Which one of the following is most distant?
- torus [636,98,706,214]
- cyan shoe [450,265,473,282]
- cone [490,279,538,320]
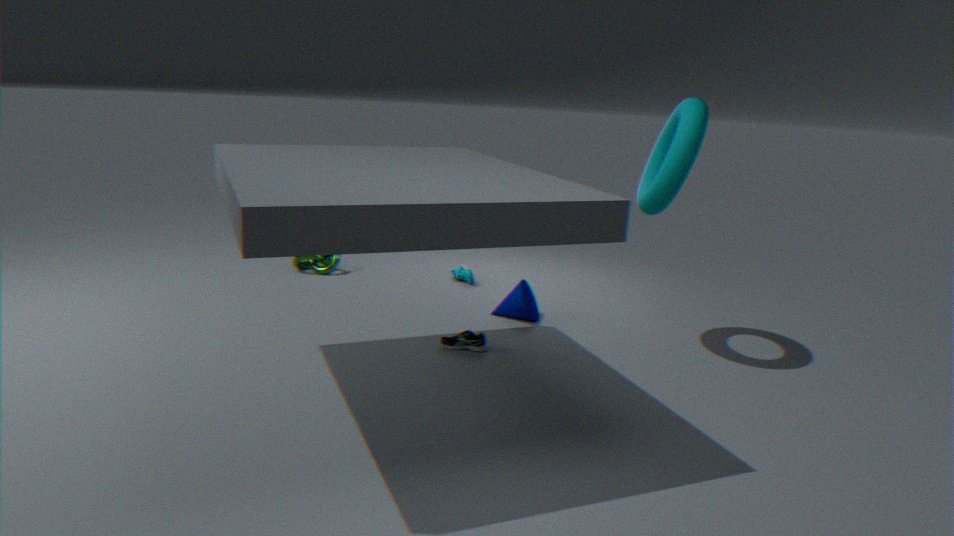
cyan shoe [450,265,473,282]
